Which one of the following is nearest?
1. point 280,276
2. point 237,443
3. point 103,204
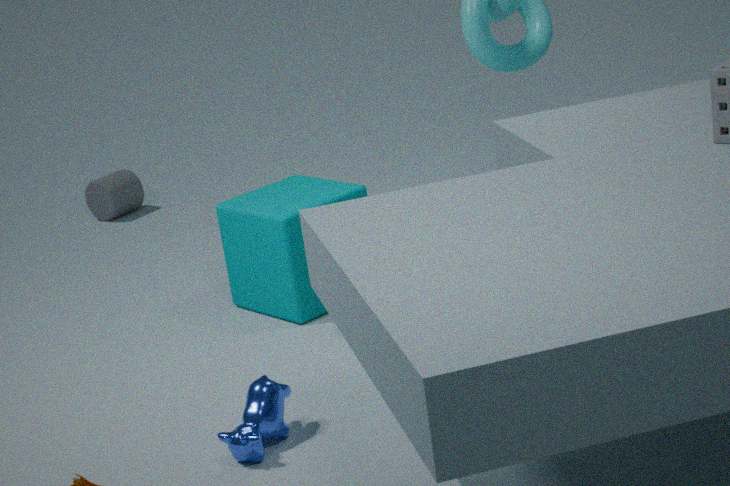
point 237,443
